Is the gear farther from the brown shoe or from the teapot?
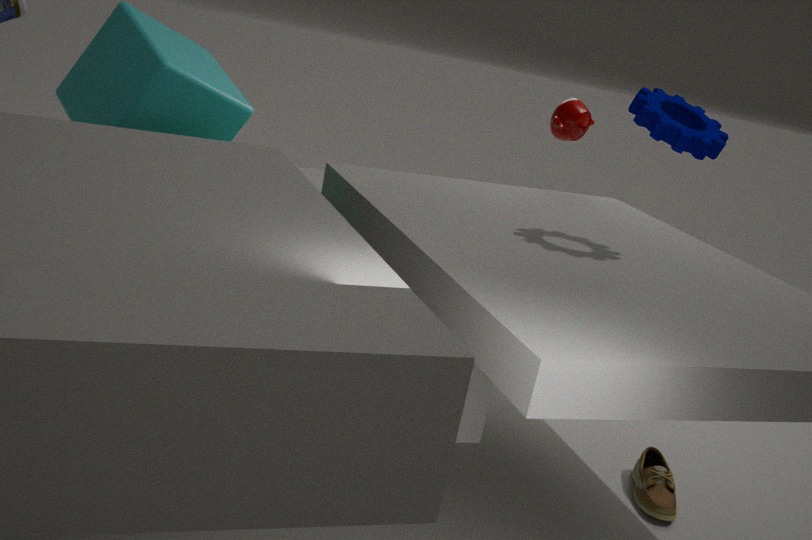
the brown shoe
